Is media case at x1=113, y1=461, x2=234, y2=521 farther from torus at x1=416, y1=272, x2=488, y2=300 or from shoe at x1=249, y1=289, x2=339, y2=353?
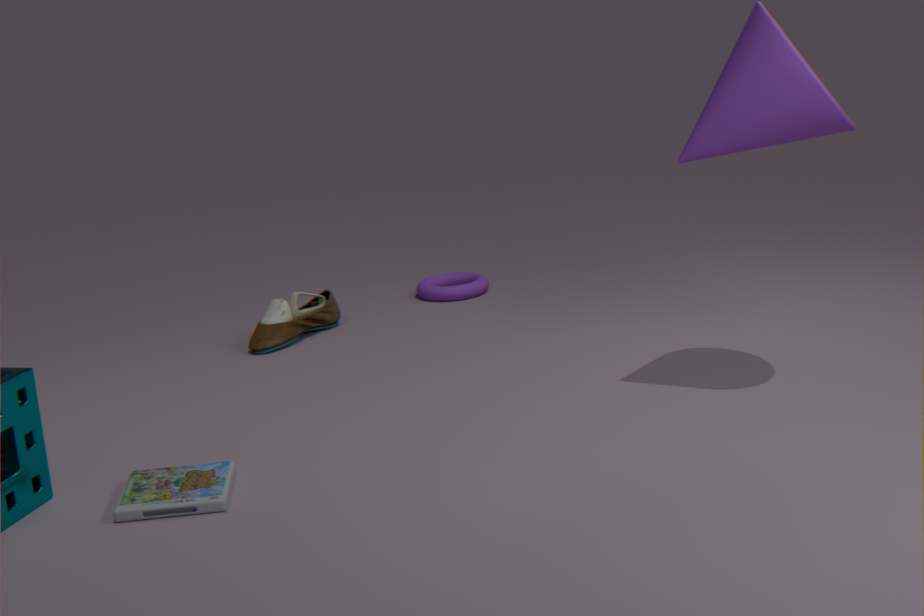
torus at x1=416, y1=272, x2=488, y2=300
